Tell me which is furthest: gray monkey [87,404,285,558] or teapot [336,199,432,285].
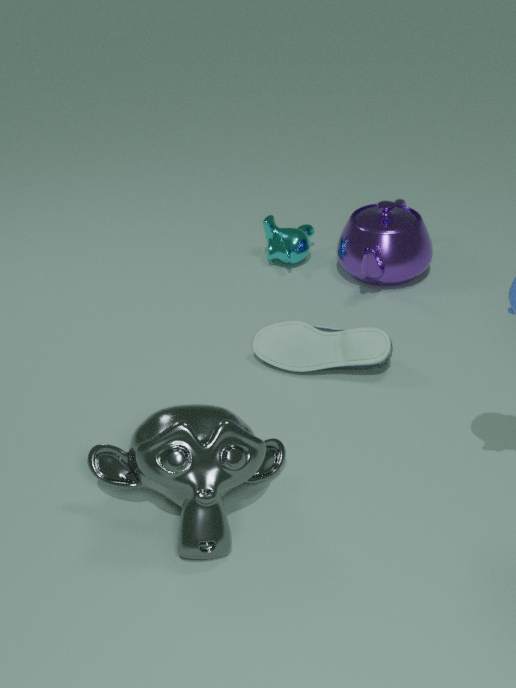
teapot [336,199,432,285]
